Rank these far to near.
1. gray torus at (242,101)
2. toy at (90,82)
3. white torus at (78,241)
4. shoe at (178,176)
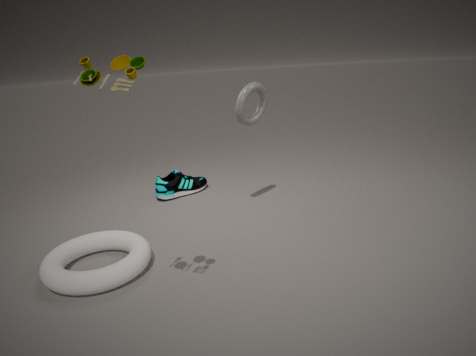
shoe at (178,176) → gray torus at (242,101) → white torus at (78,241) → toy at (90,82)
